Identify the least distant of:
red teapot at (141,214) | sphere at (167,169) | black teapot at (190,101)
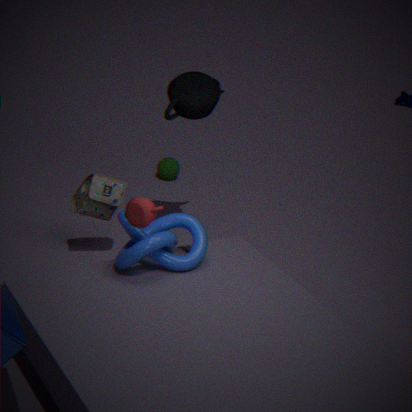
red teapot at (141,214)
